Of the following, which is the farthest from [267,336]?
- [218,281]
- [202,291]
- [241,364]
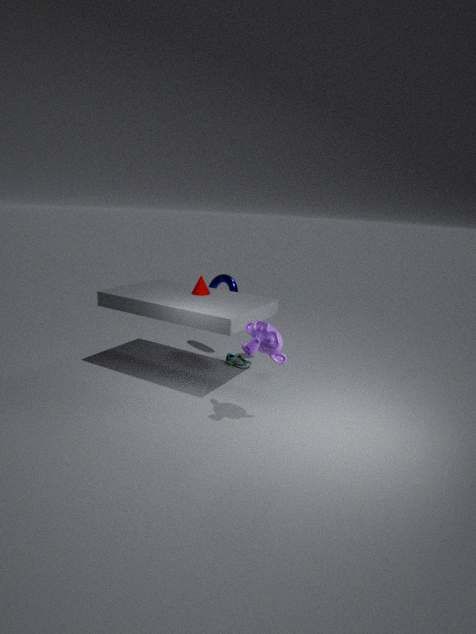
[218,281]
